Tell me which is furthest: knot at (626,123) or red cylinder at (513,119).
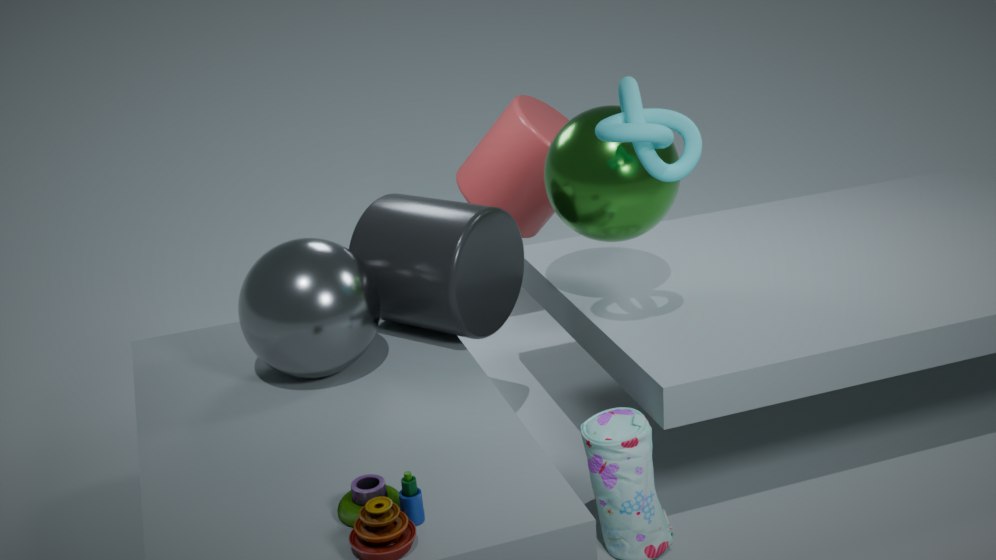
red cylinder at (513,119)
